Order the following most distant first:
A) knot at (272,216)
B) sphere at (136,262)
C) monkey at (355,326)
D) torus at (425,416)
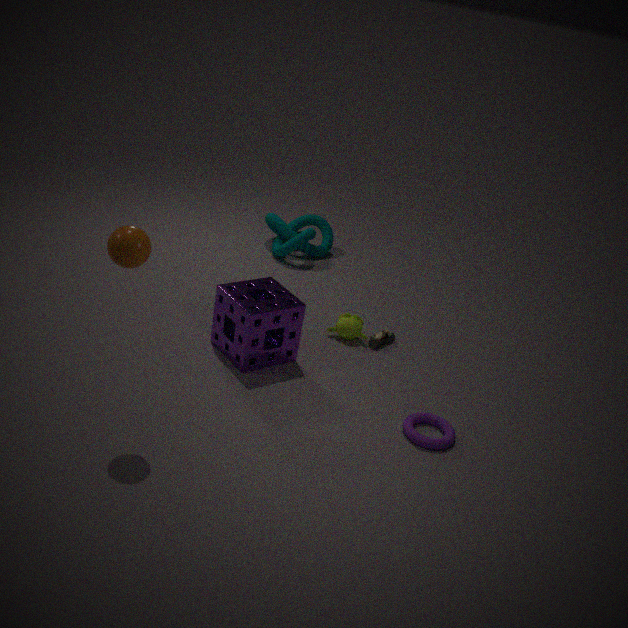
1. knot at (272,216)
2. monkey at (355,326)
3. torus at (425,416)
4. sphere at (136,262)
